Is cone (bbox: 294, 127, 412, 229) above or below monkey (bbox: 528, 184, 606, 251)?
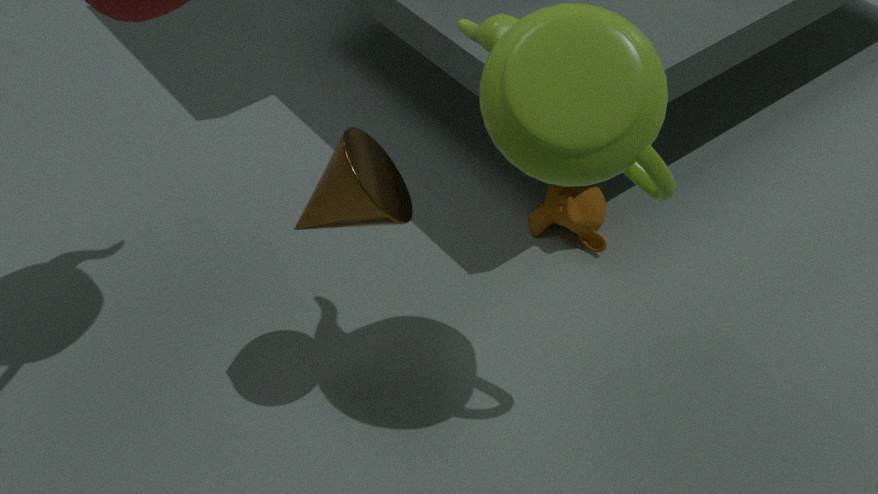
above
